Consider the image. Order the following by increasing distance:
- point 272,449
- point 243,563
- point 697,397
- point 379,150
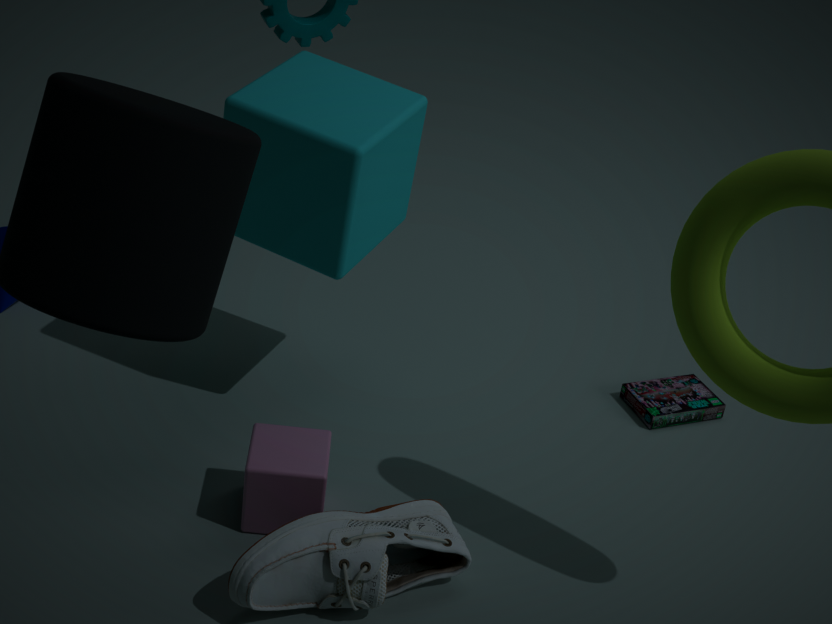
point 243,563
point 272,449
point 379,150
point 697,397
